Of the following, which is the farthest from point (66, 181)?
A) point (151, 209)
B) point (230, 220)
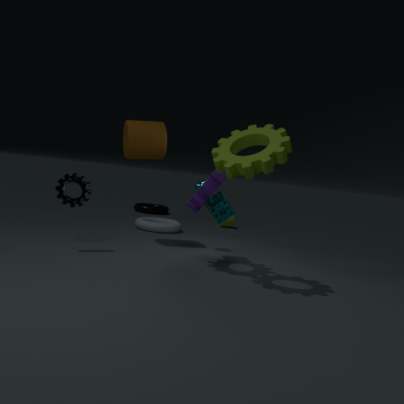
point (151, 209)
